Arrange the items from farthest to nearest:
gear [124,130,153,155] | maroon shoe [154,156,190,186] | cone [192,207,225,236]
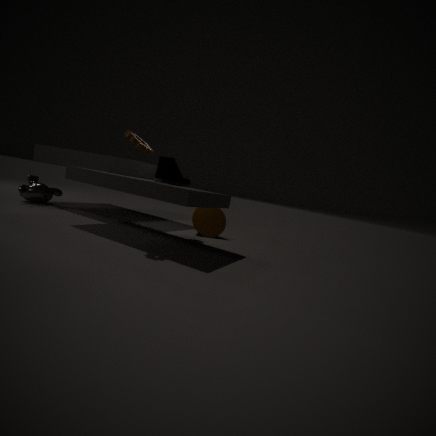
cone [192,207,225,236]
maroon shoe [154,156,190,186]
gear [124,130,153,155]
